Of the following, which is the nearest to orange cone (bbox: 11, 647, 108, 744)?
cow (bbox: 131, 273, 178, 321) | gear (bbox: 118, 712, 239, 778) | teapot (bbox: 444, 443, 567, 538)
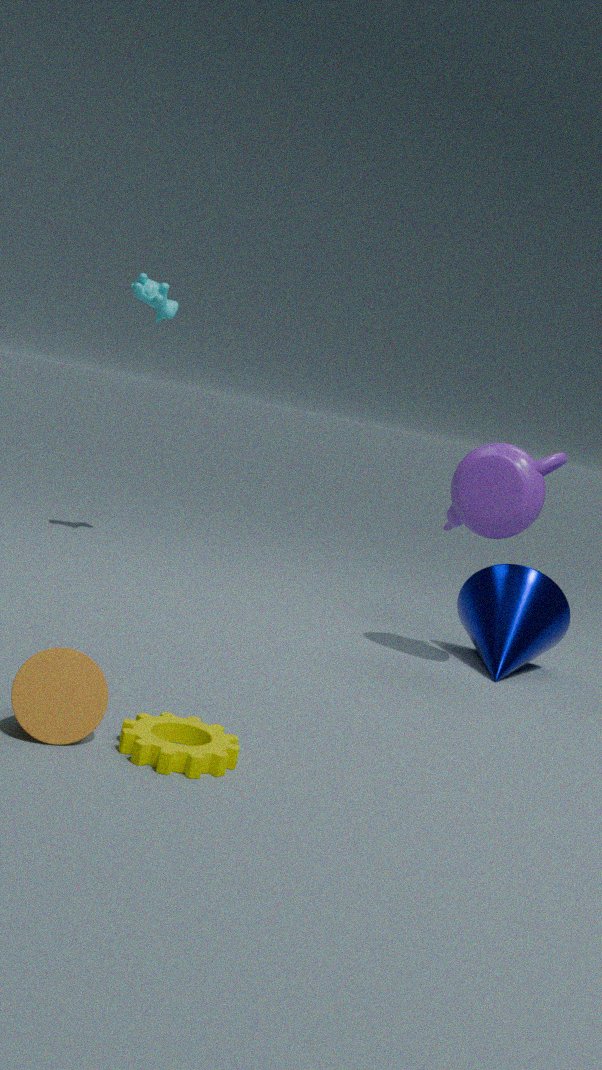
gear (bbox: 118, 712, 239, 778)
